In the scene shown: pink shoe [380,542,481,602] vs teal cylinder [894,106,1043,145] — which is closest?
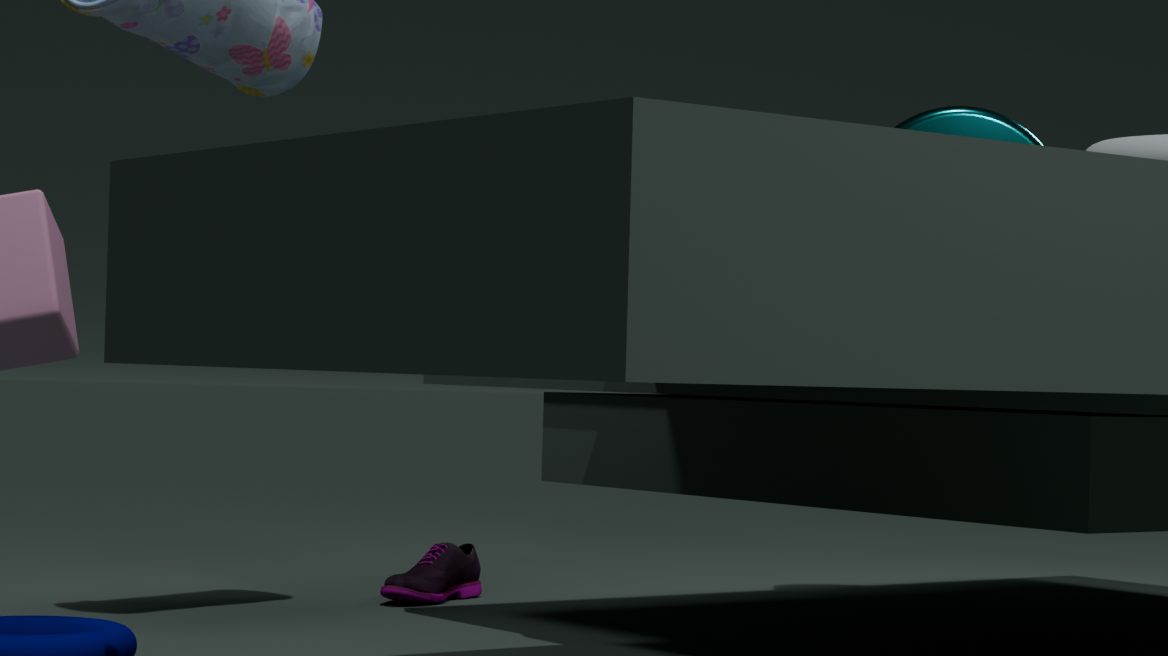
teal cylinder [894,106,1043,145]
